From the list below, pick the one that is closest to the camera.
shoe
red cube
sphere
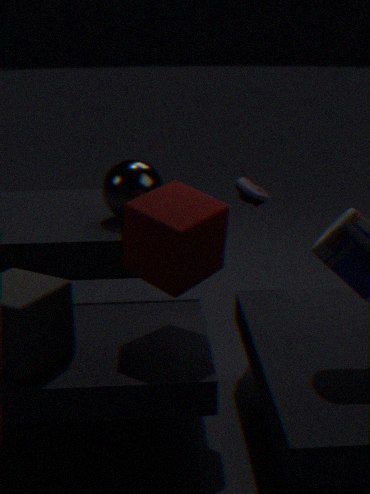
red cube
